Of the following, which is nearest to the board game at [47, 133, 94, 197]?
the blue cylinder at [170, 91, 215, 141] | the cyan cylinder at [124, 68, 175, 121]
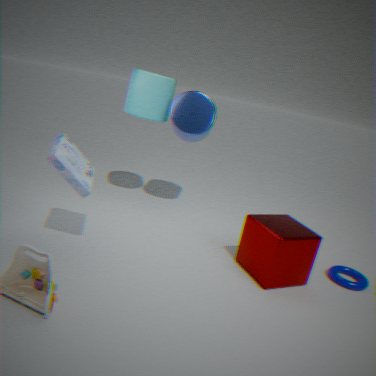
the cyan cylinder at [124, 68, 175, 121]
